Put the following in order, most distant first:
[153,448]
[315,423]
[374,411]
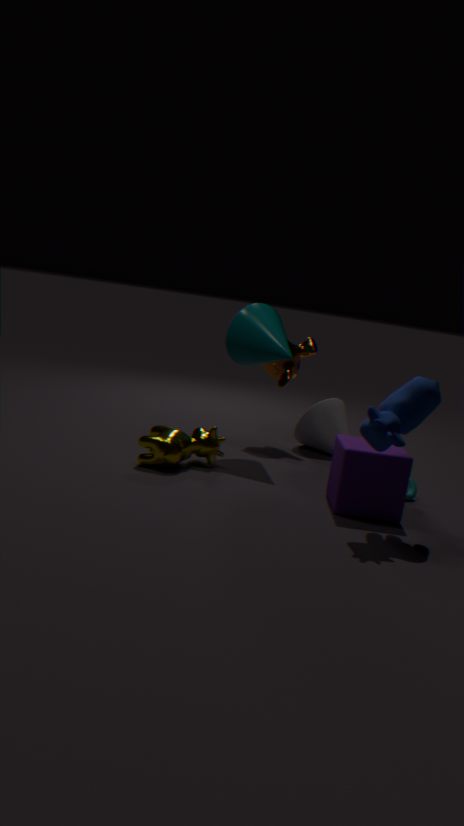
→ [315,423], [153,448], [374,411]
